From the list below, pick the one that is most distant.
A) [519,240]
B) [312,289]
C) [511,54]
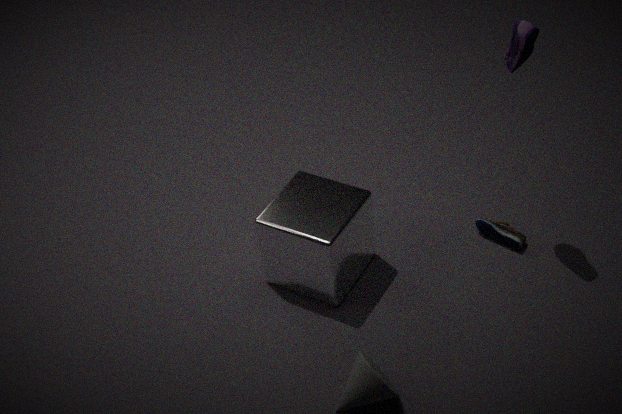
[519,240]
